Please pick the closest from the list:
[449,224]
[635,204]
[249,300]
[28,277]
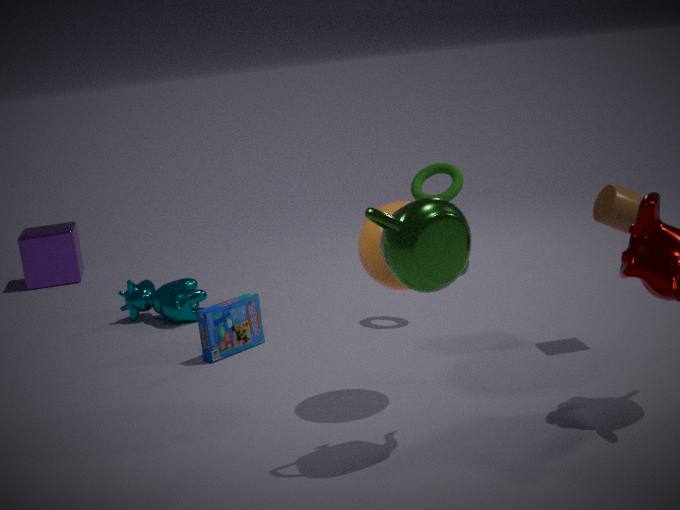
[449,224]
